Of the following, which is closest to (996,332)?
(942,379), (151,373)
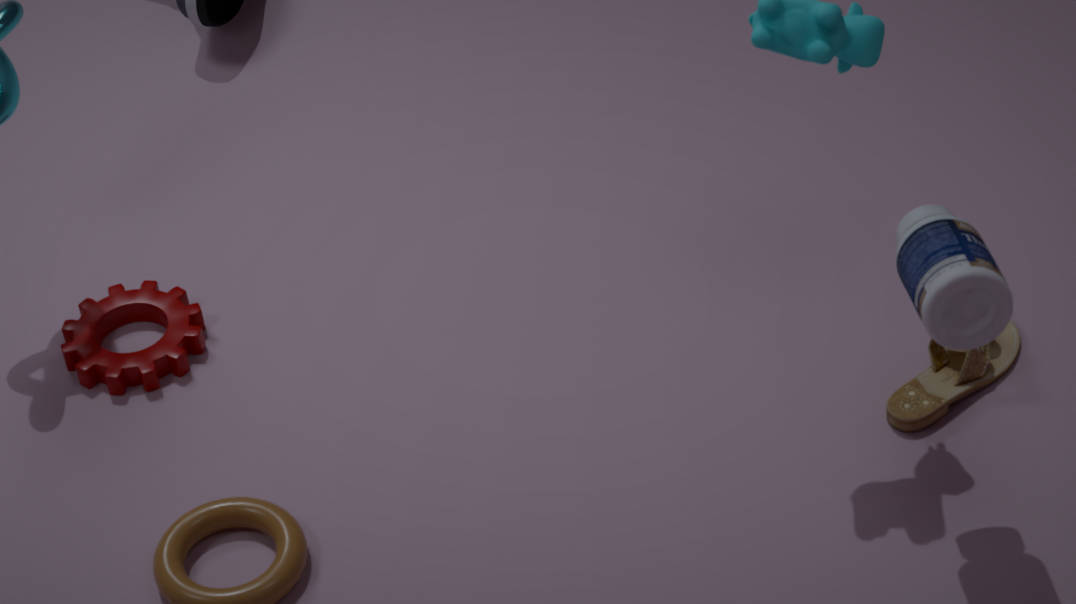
(942,379)
